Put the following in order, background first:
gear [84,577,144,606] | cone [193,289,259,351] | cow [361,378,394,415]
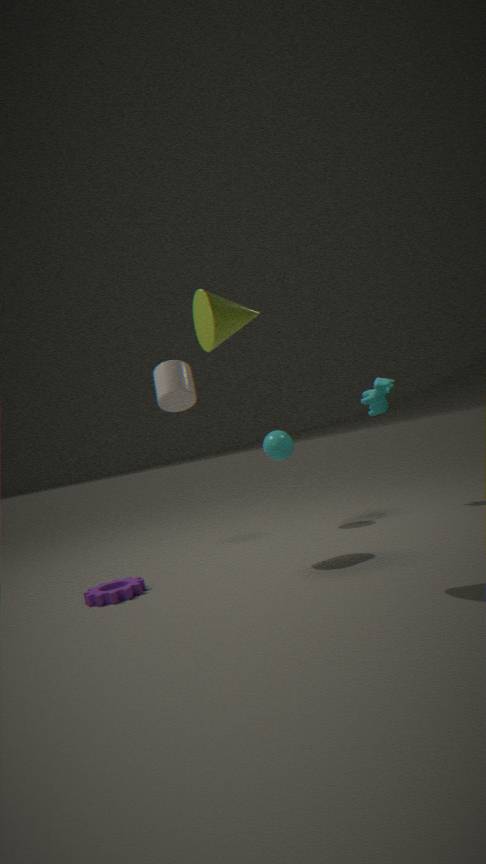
cow [361,378,394,415] < gear [84,577,144,606] < cone [193,289,259,351]
